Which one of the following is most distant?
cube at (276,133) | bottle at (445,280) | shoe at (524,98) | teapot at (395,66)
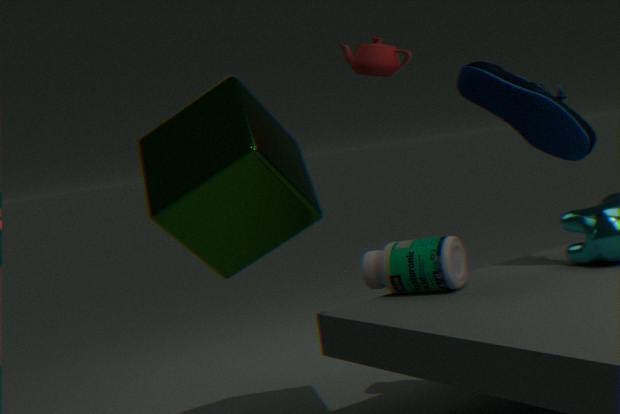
teapot at (395,66)
